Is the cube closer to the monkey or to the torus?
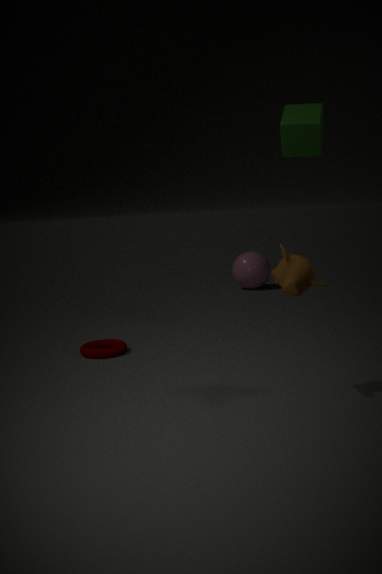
the monkey
